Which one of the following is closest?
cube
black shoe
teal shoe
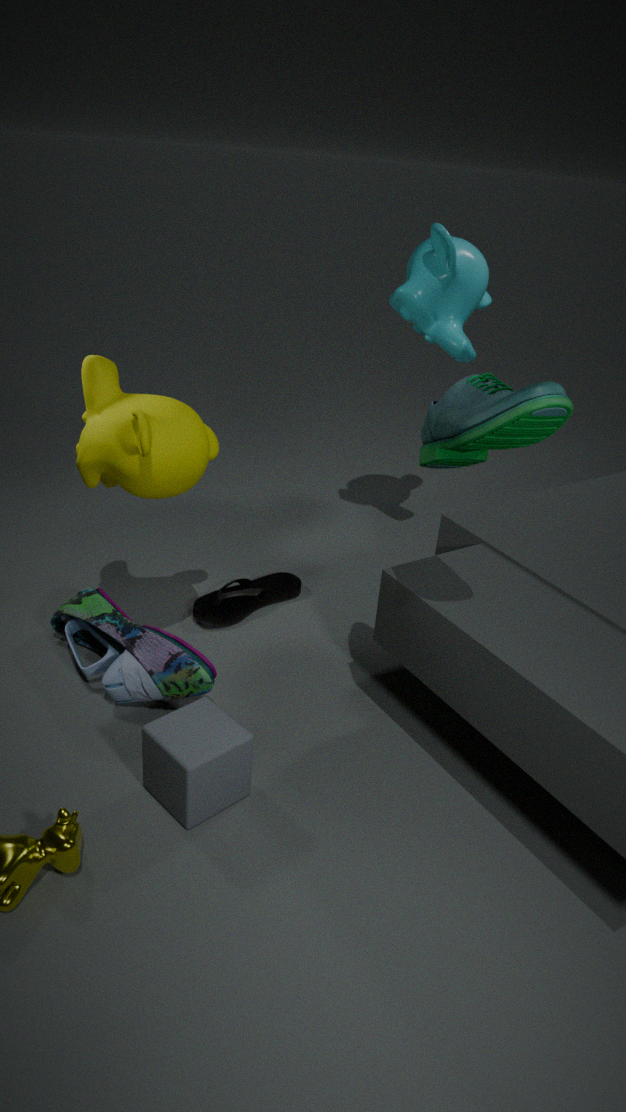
cube
